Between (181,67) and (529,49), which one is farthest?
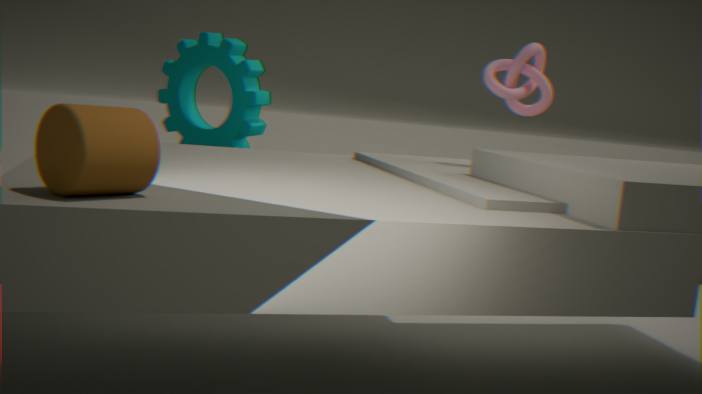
(181,67)
